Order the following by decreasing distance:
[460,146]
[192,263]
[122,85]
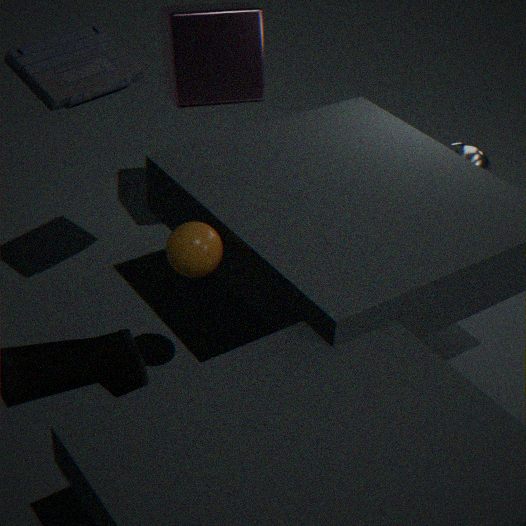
[460,146]
[122,85]
[192,263]
